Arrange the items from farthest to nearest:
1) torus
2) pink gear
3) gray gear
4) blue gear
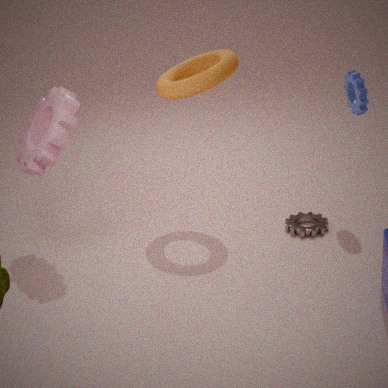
3. gray gear < 4. blue gear < 1. torus < 2. pink gear
